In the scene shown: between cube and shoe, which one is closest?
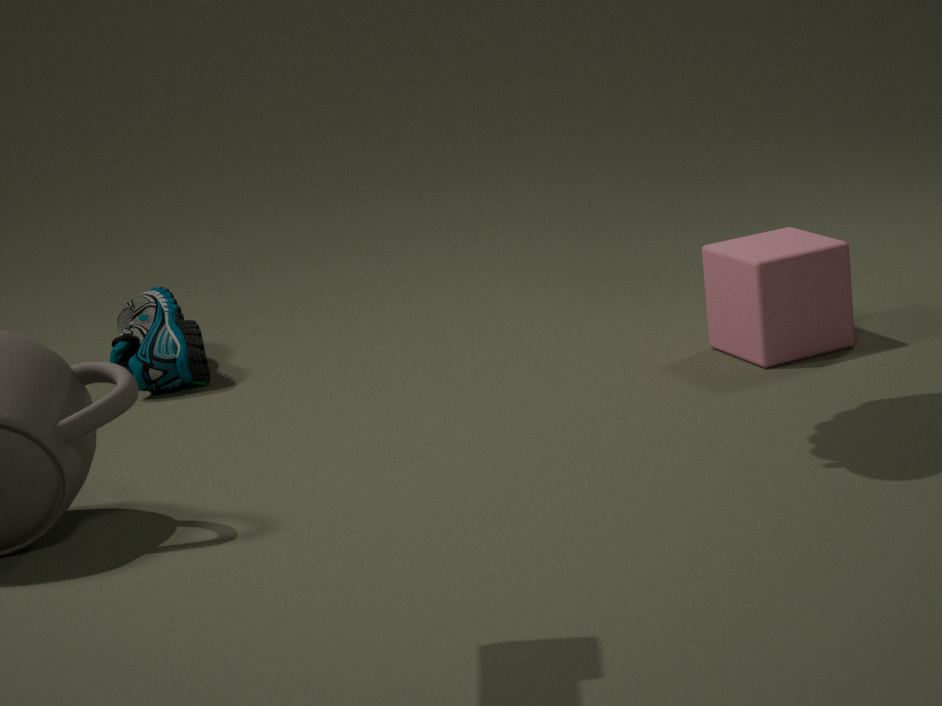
cube
